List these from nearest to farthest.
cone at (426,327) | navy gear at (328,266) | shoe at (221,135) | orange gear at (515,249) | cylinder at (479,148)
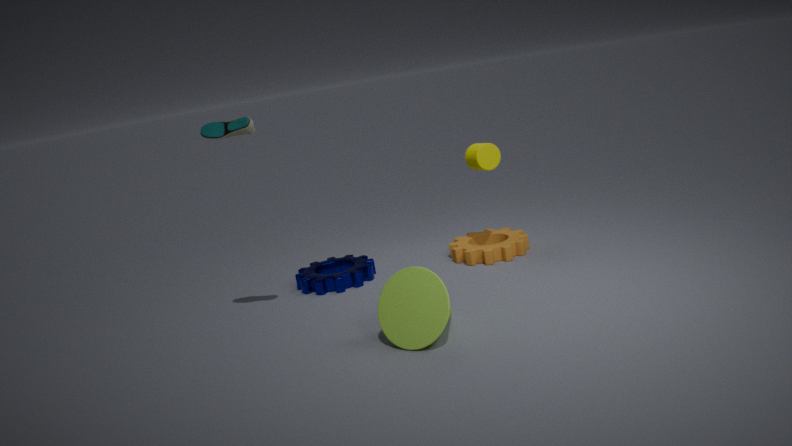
cone at (426,327) → shoe at (221,135) → cylinder at (479,148) → navy gear at (328,266) → orange gear at (515,249)
